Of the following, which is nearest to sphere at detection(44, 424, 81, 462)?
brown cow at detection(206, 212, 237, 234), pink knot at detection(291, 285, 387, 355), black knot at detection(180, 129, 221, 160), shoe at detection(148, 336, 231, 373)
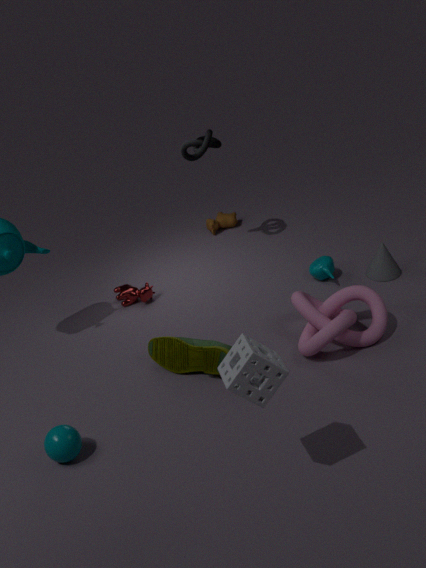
shoe at detection(148, 336, 231, 373)
